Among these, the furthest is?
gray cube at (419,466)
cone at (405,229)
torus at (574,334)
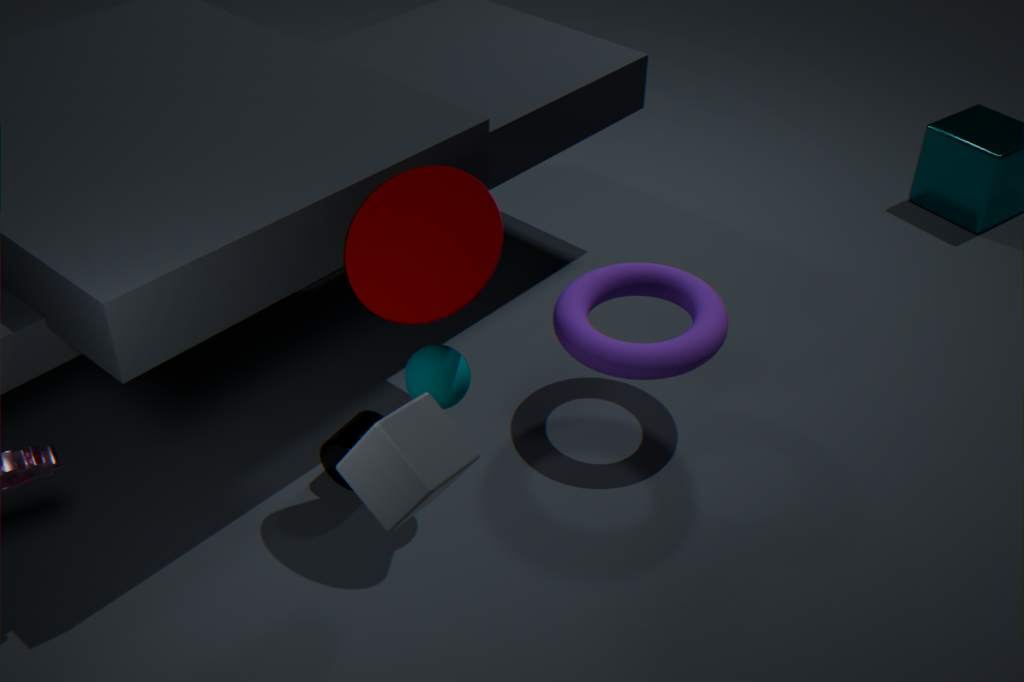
torus at (574,334)
